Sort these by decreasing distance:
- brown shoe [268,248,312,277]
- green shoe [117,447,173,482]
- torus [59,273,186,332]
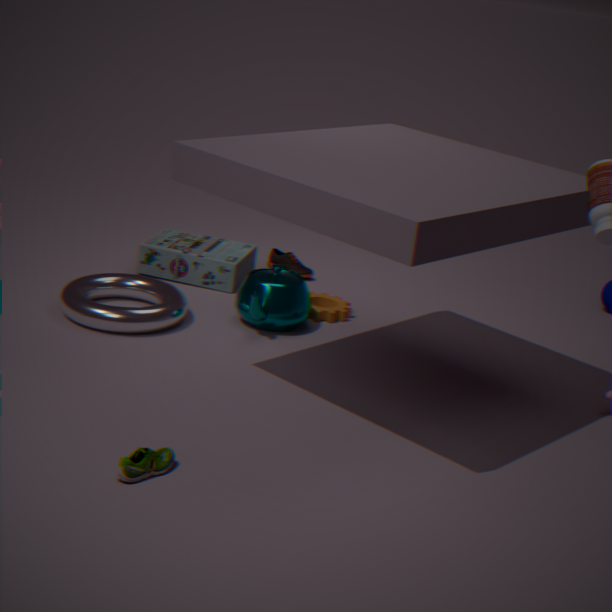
brown shoe [268,248,312,277]
torus [59,273,186,332]
green shoe [117,447,173,482]
